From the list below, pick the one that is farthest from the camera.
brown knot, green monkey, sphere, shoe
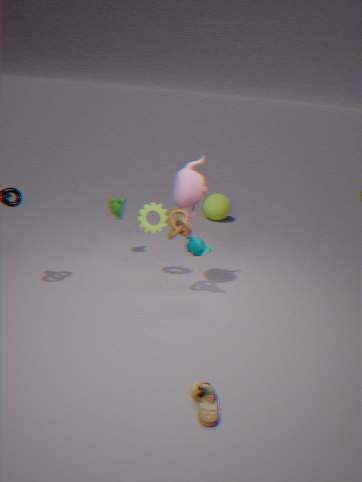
sphere
